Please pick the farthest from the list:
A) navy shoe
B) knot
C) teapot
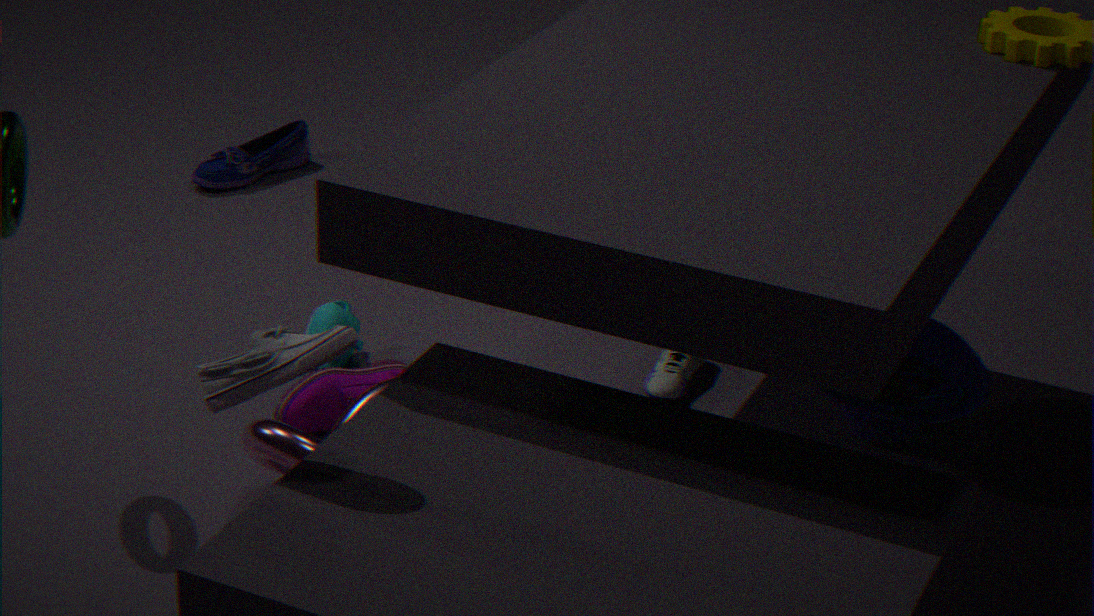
navy shoe
